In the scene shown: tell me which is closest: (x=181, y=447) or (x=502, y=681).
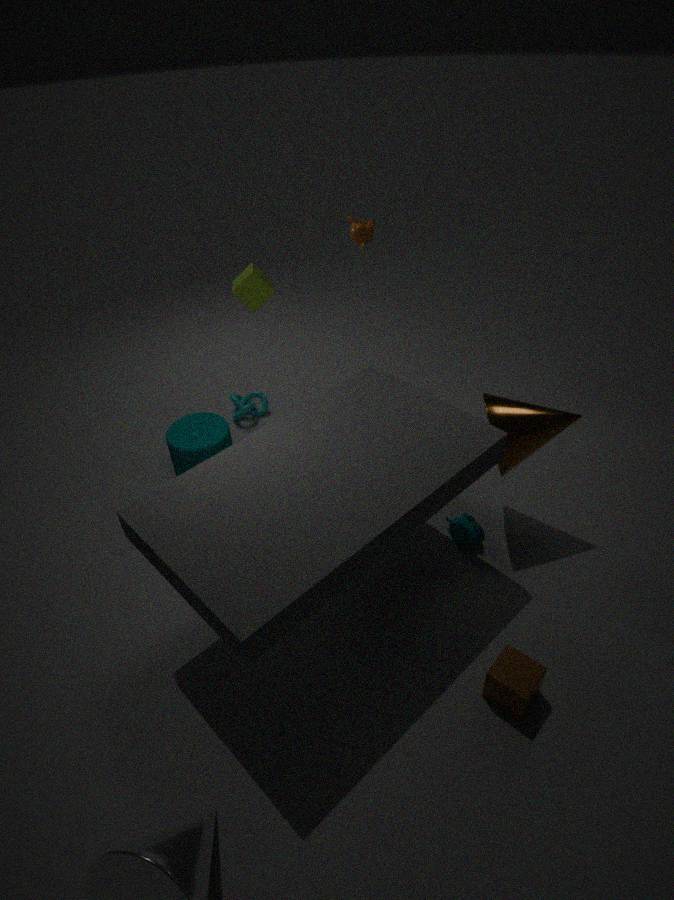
(x=502, y=681)
